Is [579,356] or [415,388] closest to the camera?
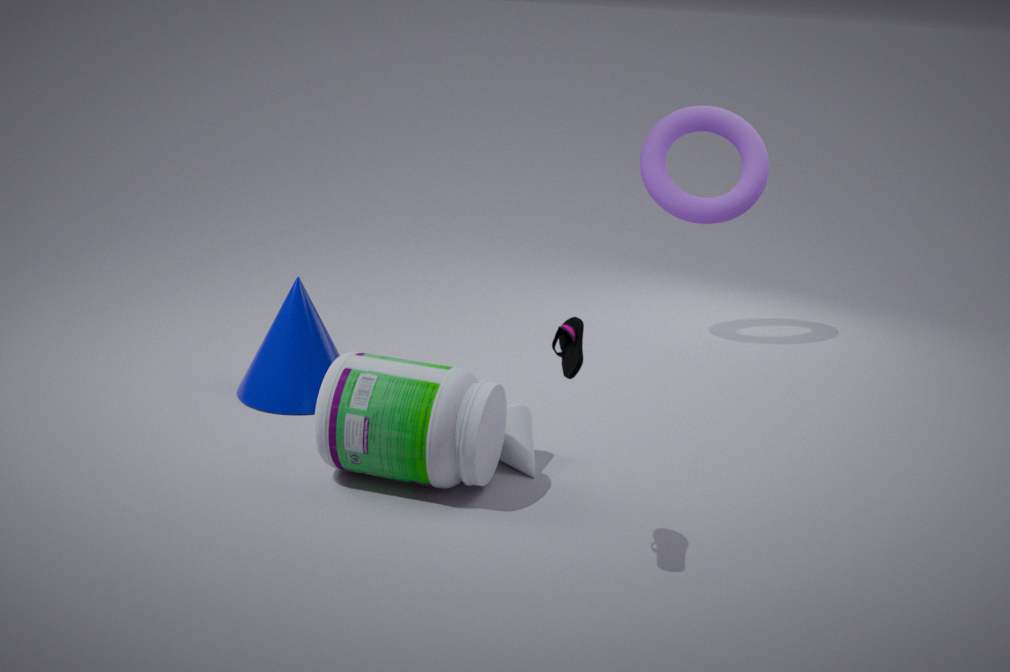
[579,356]
